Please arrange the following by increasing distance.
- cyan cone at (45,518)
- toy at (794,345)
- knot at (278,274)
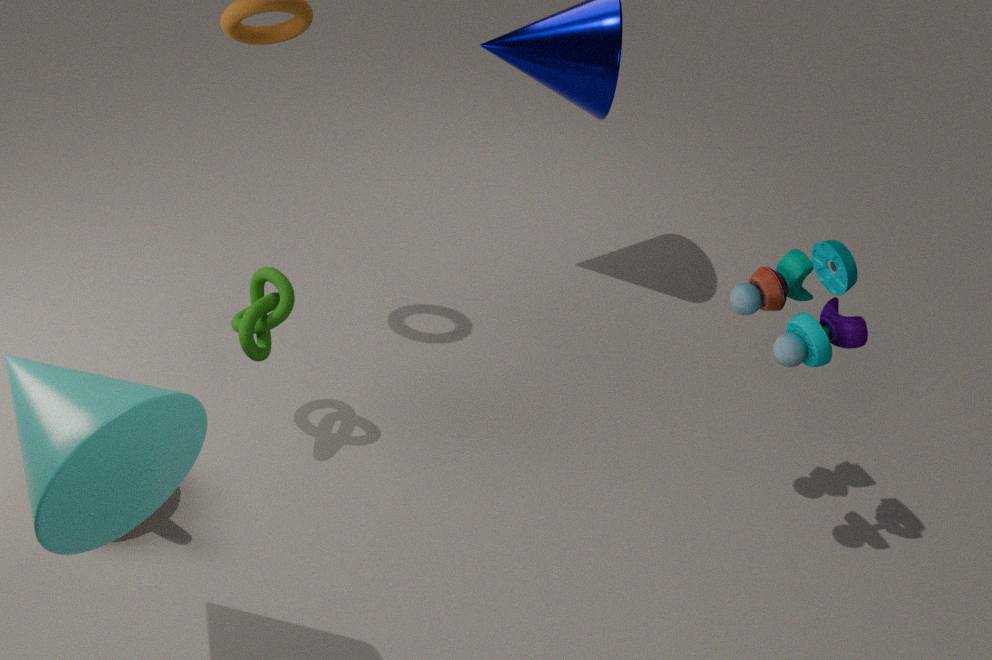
cyan cone at (45,518) → toy at (794,345) → knot at (278,274)
